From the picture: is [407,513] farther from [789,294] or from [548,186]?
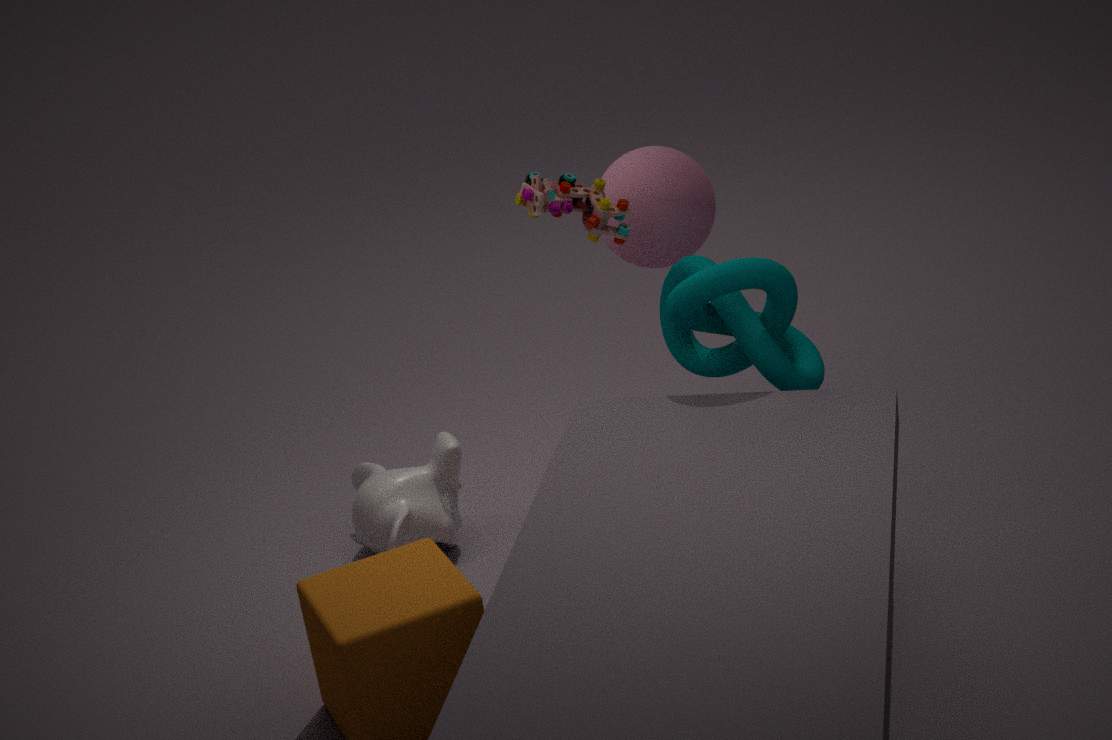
[789,294]
